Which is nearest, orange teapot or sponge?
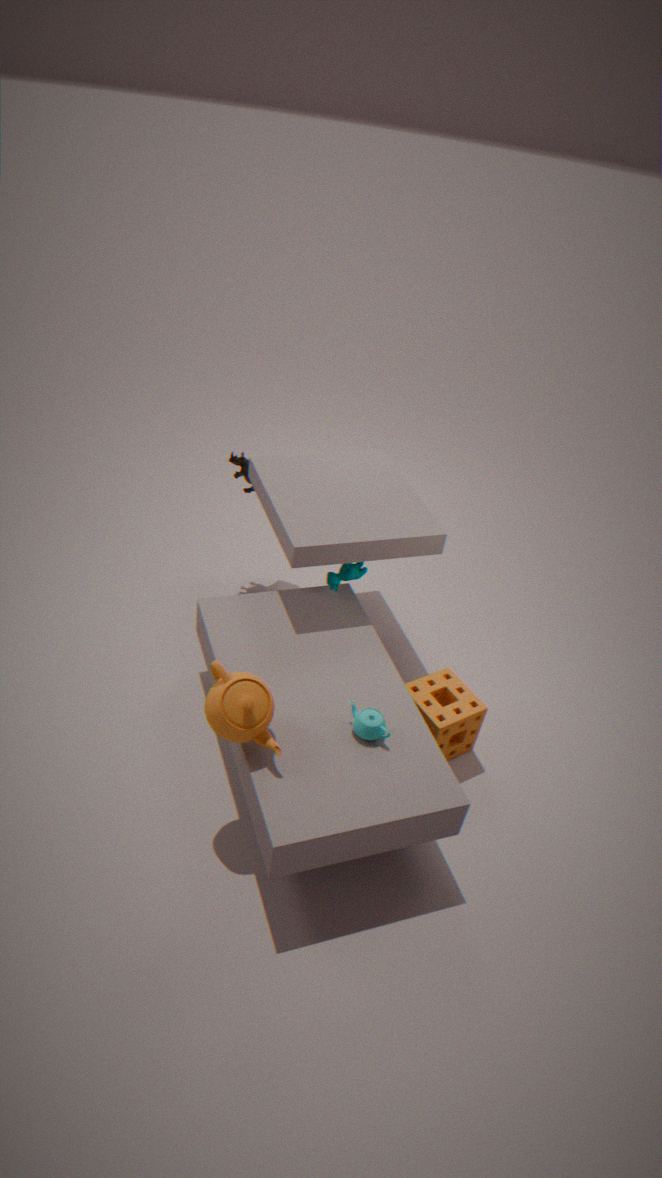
orange teapot
